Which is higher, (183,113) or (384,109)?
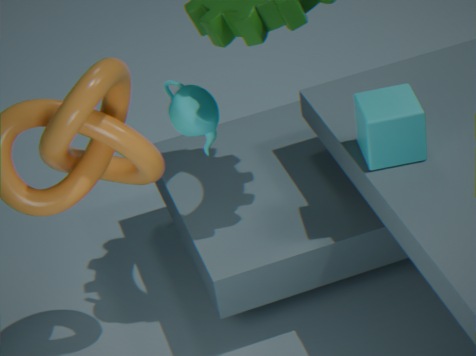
(183,113)
